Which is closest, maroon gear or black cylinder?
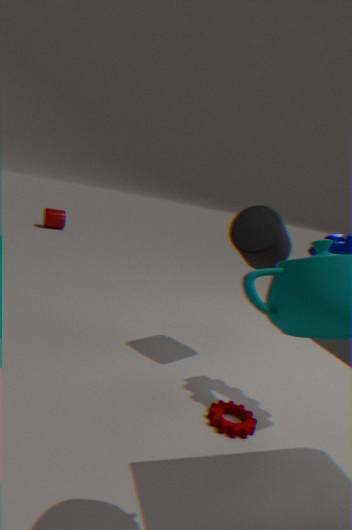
maroon gear
